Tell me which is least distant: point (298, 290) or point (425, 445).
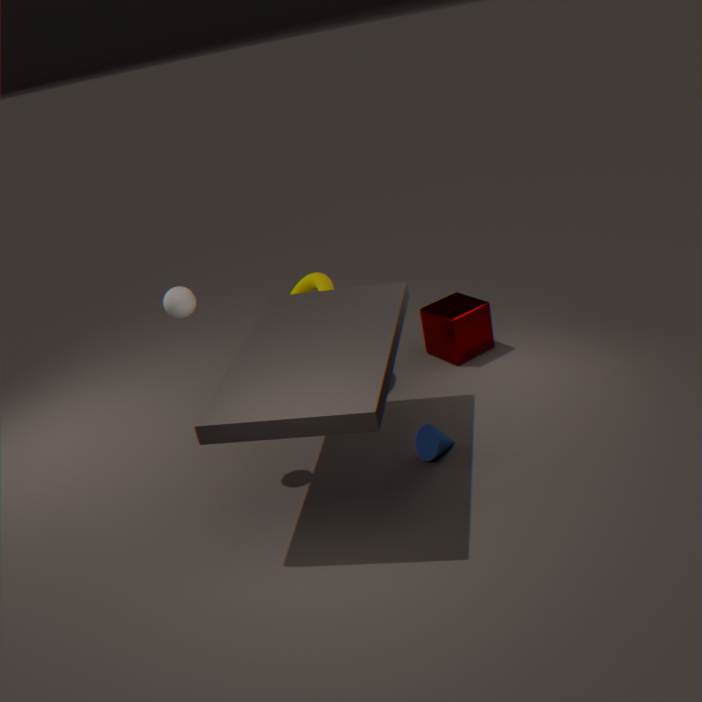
point (425, 445)
